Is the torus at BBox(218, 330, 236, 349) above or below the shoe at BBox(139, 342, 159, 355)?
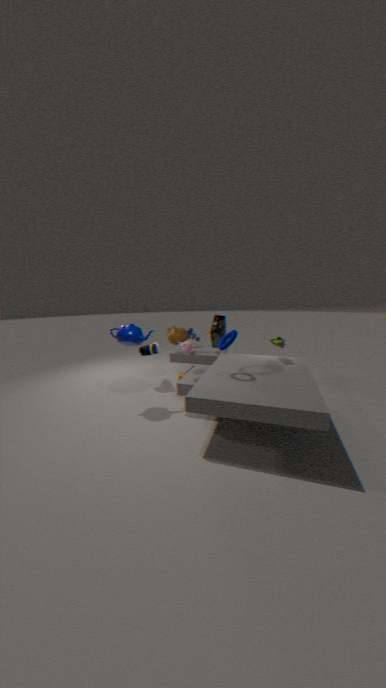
above
